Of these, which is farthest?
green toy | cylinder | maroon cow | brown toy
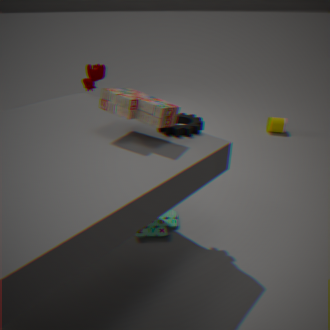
cylinder
